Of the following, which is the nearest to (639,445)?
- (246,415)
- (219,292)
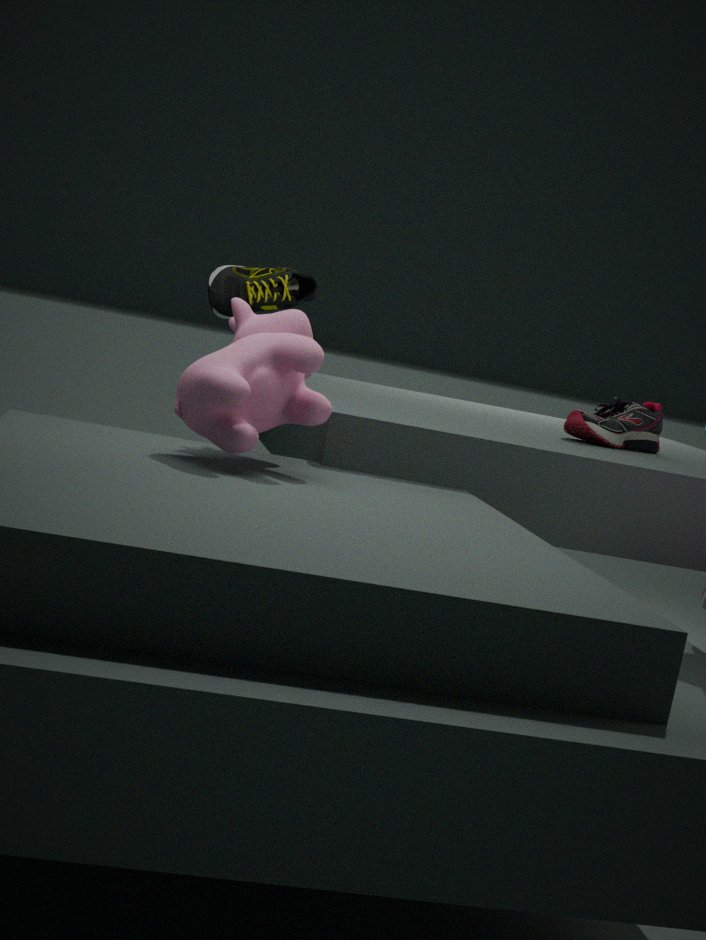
(219,292)
